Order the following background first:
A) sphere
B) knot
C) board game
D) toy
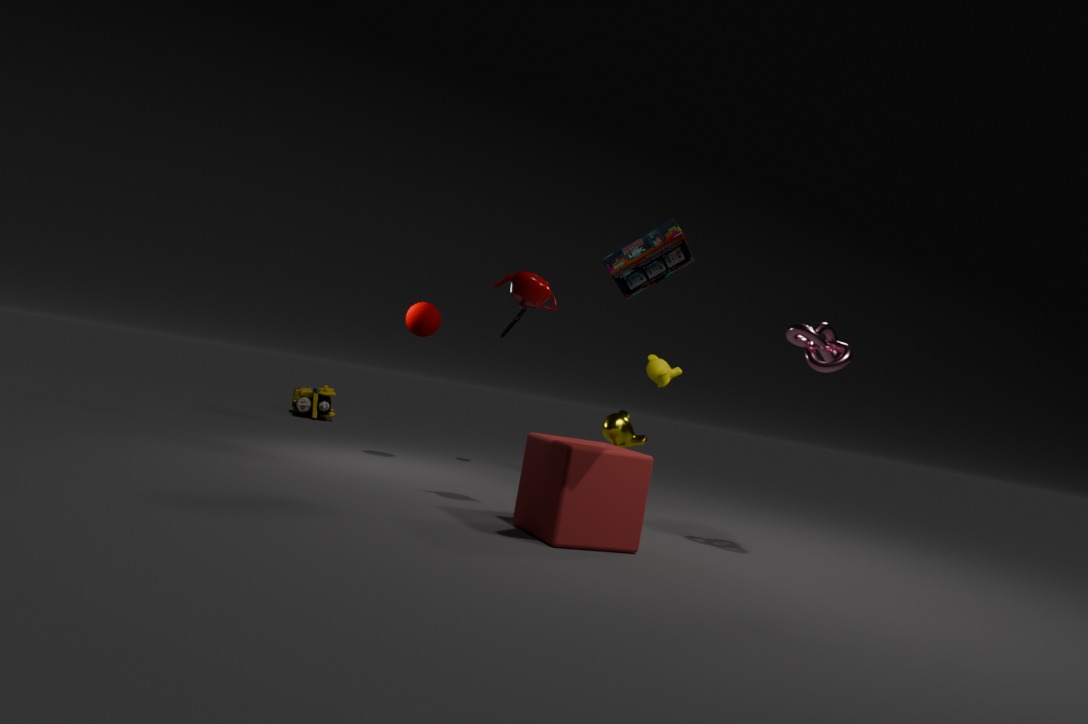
toy
sphere
knot
board game
